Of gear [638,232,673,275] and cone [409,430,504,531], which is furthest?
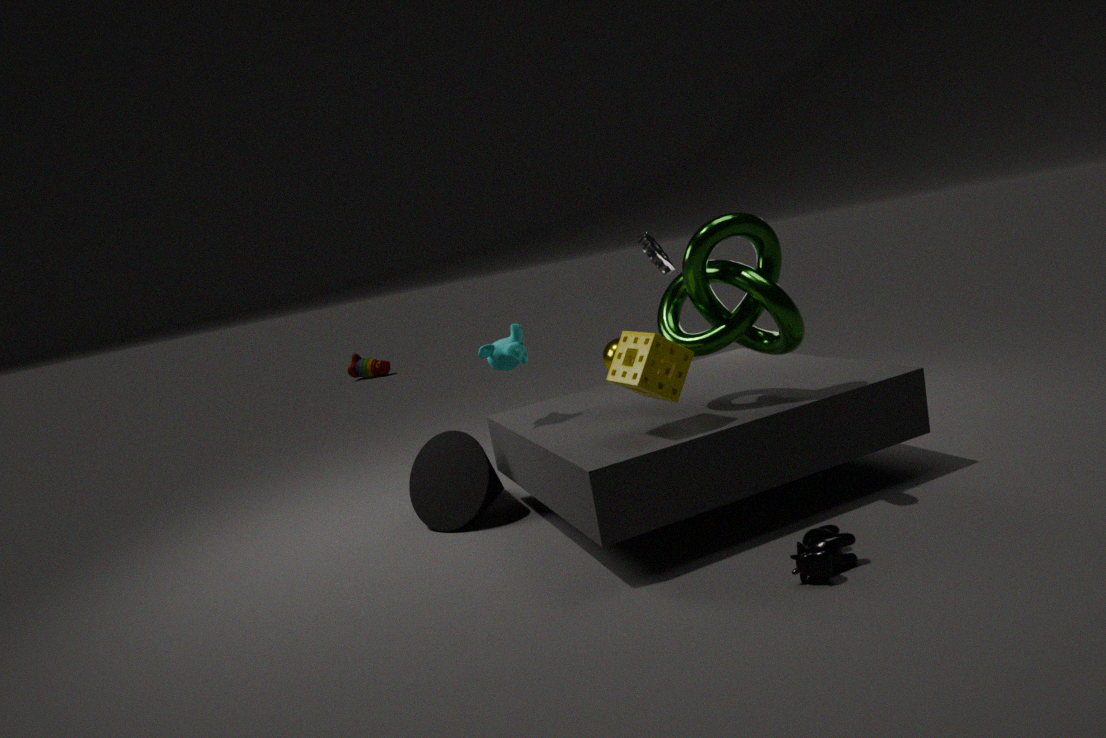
gear [638,232,673,275]
